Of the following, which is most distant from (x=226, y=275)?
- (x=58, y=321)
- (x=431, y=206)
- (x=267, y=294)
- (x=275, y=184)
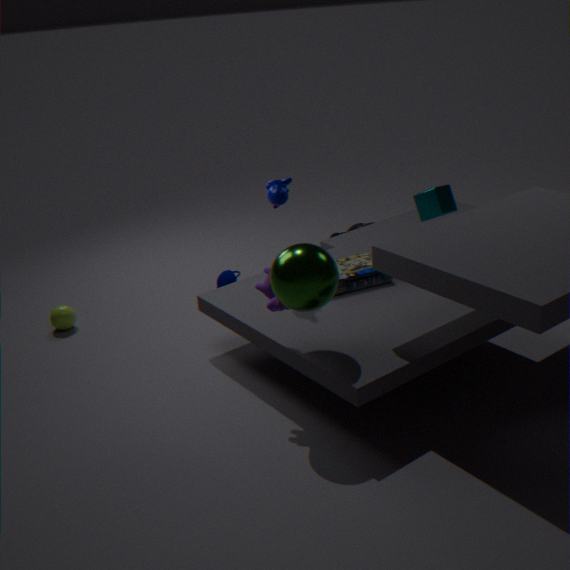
(x=431, y=206)
